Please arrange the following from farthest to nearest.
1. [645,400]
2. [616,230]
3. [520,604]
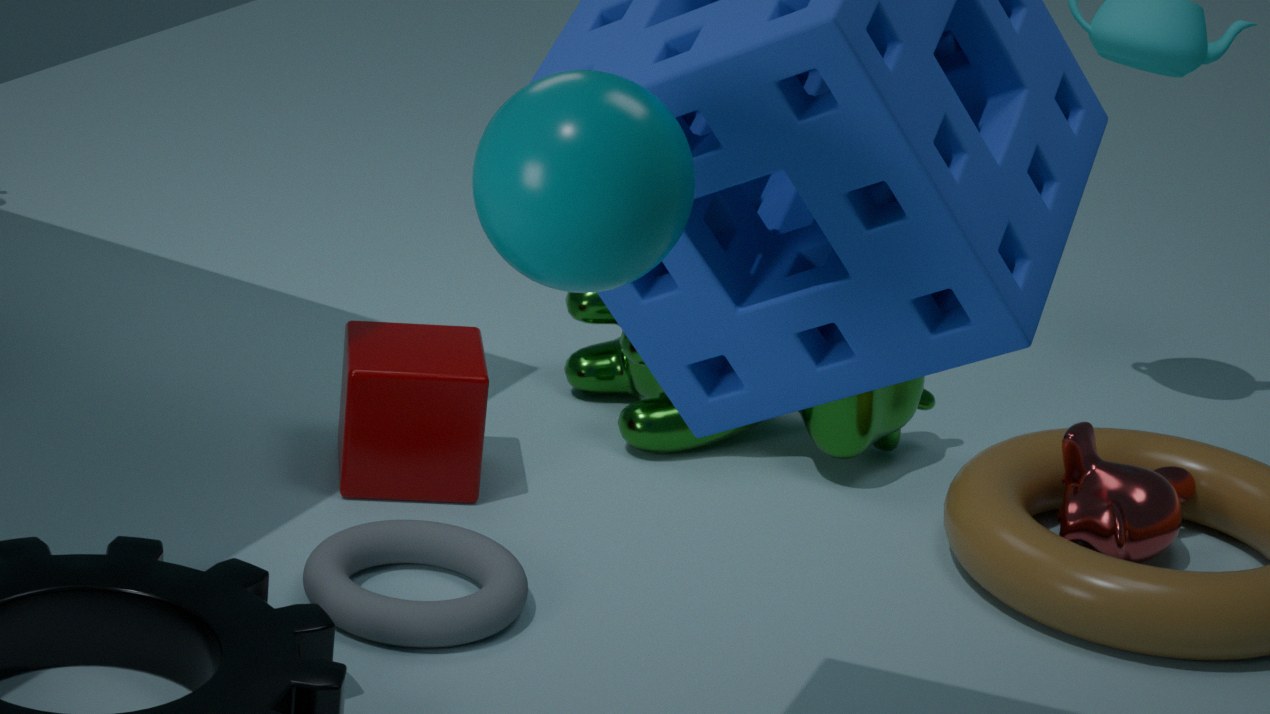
[645,400], [520,604], [616,230]
